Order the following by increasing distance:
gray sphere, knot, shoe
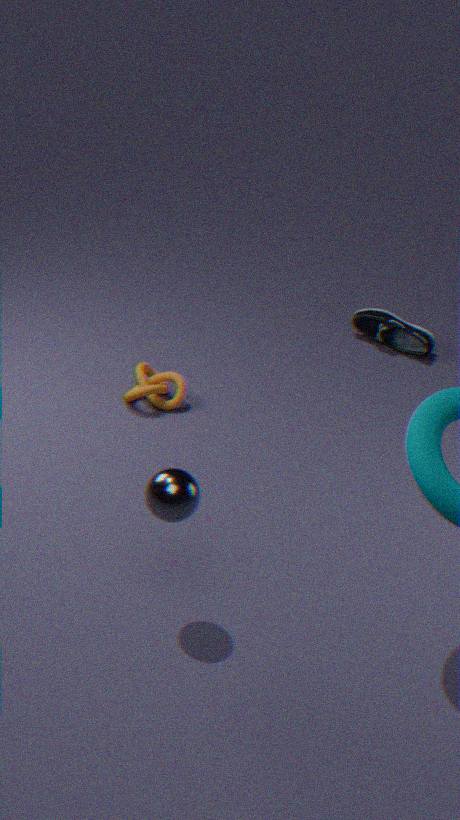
gray sphere, knot, shoe
